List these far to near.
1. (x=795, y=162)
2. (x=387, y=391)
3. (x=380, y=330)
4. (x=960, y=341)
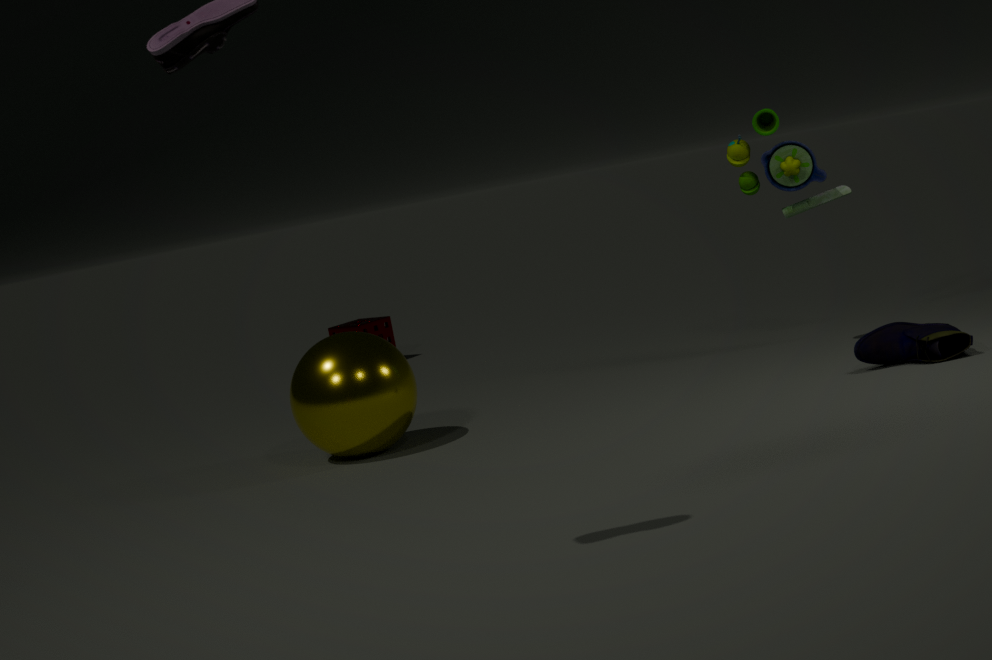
(x=380, y=330), (x=795, y=162), (x=387, y=391), (x=960, y=341)
